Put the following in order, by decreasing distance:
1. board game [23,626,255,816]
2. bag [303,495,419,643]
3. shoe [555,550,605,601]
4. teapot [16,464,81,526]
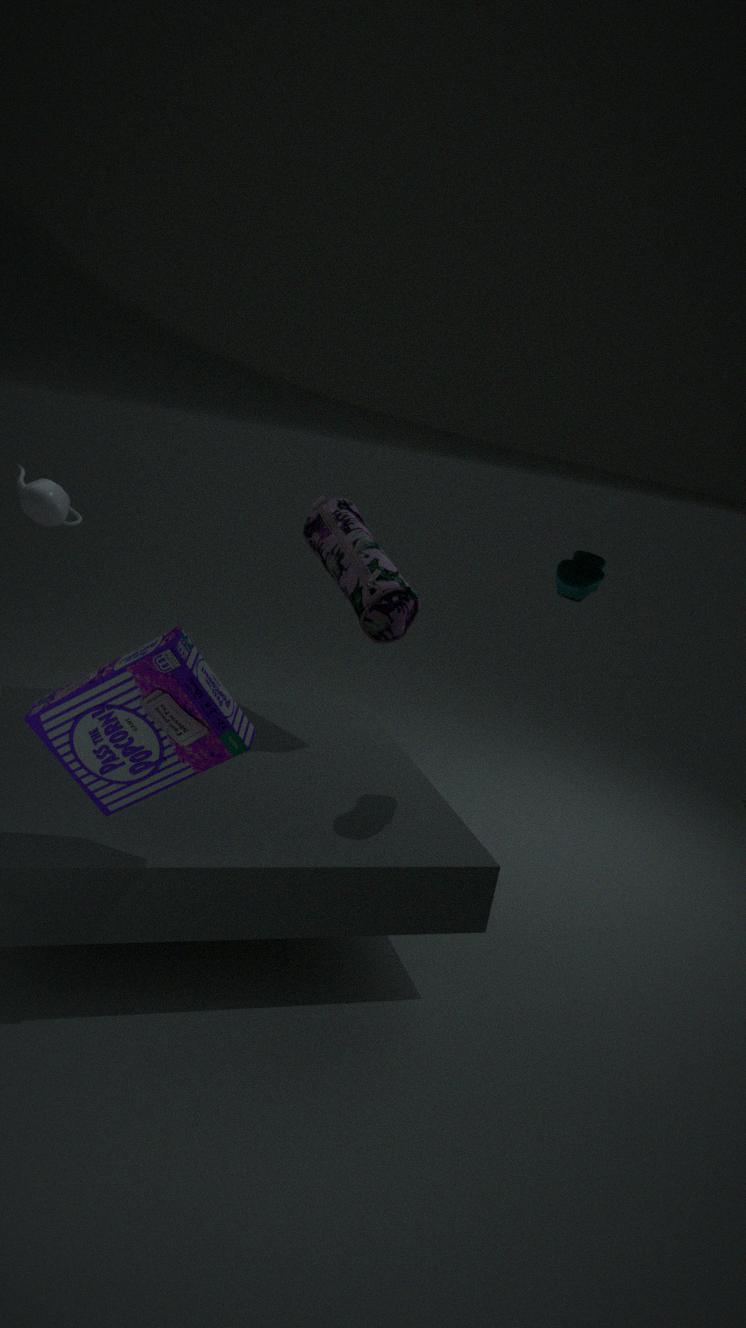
teapot [16,464,81,526] → bag [303,495,419,643] → shoe [555,550,605,601] → board game [23,626,255,816]
